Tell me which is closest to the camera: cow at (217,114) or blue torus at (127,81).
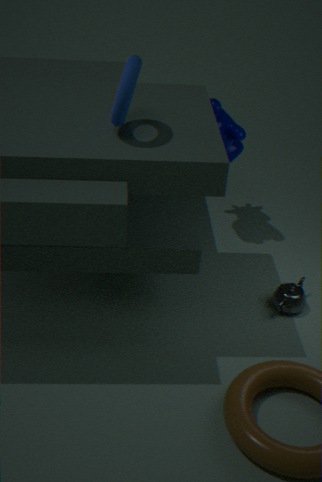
blue torus at (127,81)
